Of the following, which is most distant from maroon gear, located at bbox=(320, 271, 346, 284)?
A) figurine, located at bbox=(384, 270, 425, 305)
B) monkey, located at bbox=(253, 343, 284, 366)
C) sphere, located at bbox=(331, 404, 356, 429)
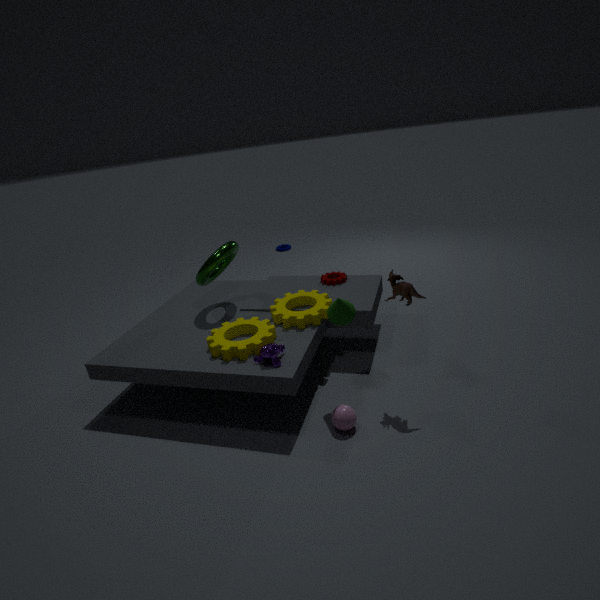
sphere, located at bbox=(331, 404, 356, 429)
